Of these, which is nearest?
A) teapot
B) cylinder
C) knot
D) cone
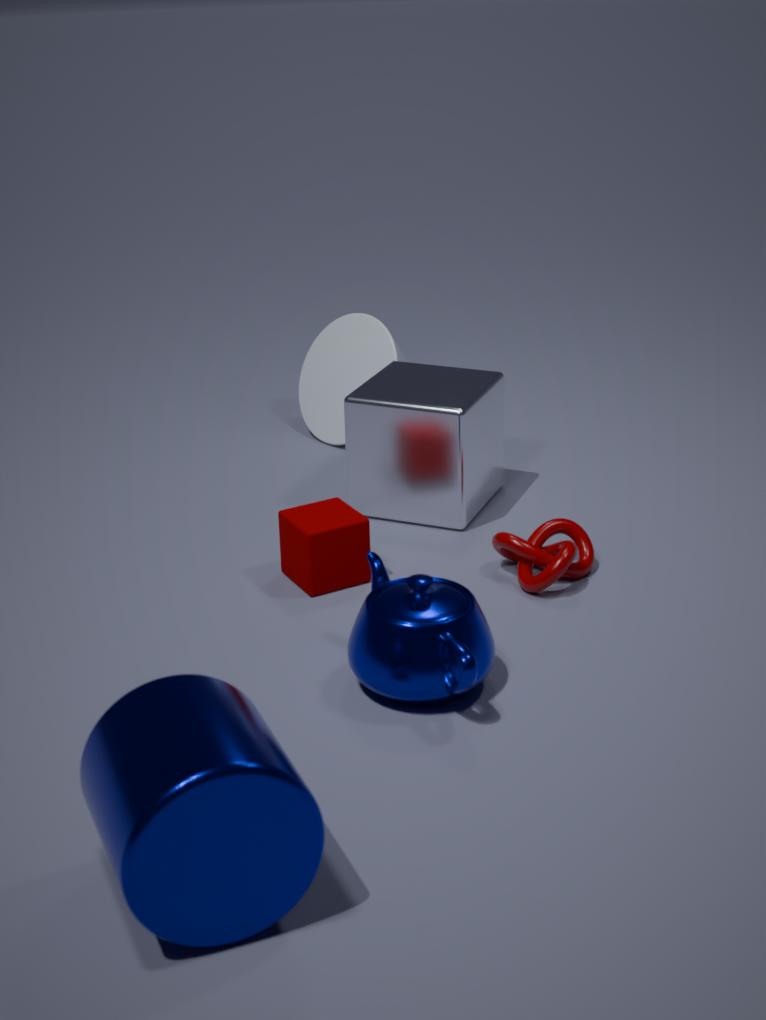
cylinder
